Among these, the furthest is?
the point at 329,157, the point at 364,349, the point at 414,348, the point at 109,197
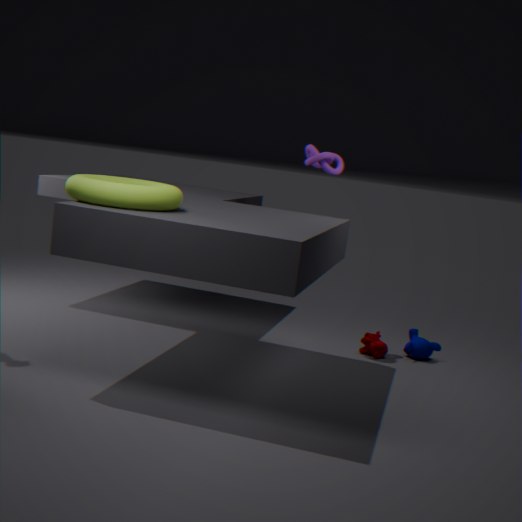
the point at 329,157
